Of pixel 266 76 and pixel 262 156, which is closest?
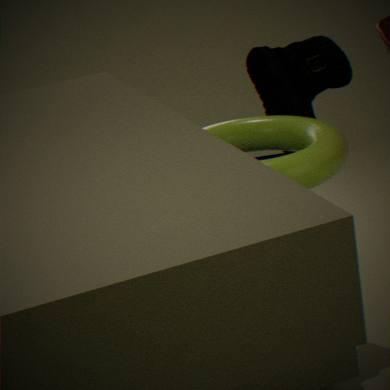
pixel 262 156
